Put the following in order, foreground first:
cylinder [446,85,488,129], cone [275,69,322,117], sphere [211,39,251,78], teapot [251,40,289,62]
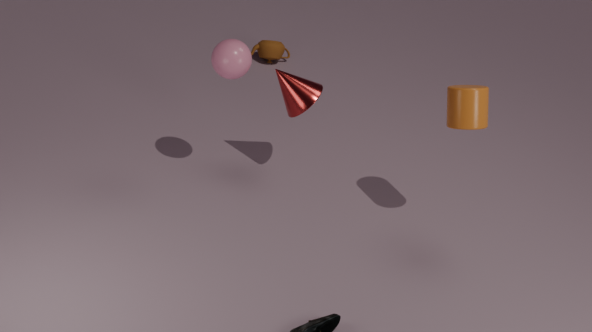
cylinder [446,85,488,129] < sphere [211,39,251,78] < cone [275,69,322,117] < teapot [251,40,289,62]
